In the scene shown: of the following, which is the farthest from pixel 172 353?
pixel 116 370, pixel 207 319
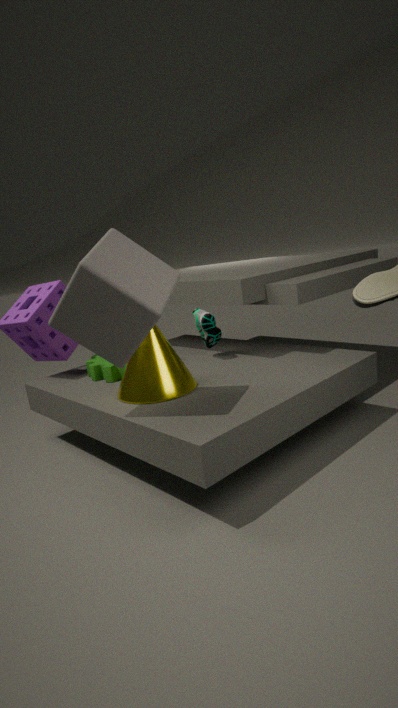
pixel 207 319
